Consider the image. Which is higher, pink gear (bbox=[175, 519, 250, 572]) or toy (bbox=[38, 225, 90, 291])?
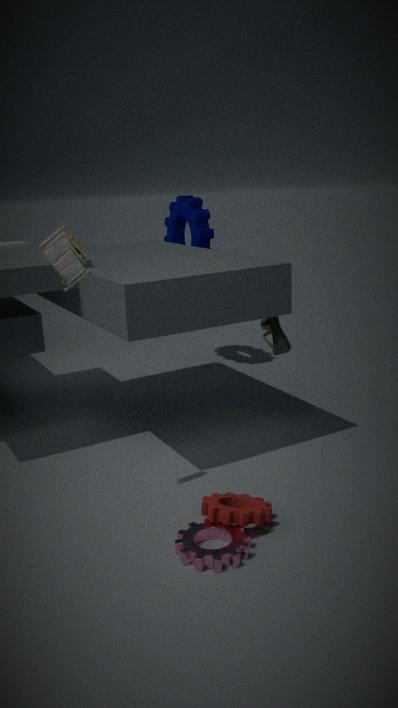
toy (bbox=[38, 225, 90, 291])
